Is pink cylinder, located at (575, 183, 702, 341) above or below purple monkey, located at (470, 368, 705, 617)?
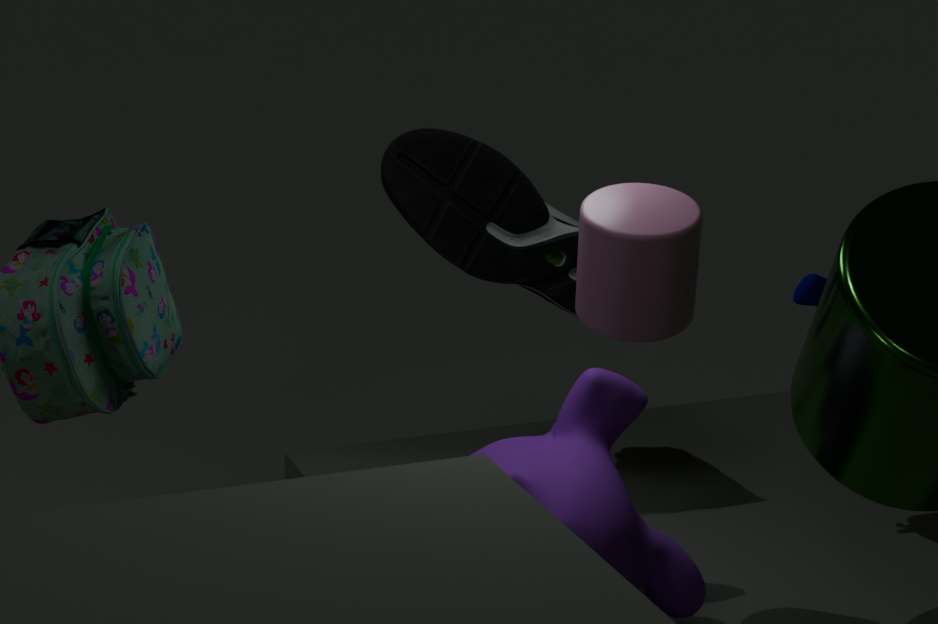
above
